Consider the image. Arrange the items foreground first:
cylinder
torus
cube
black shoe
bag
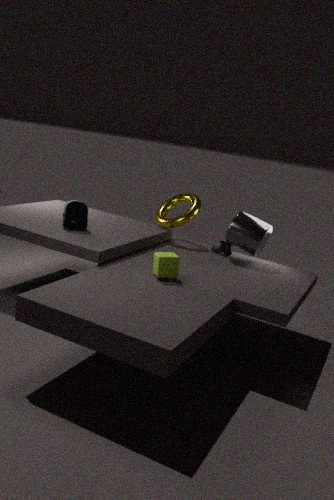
cube
bag
cylinder
black shoe
torus
